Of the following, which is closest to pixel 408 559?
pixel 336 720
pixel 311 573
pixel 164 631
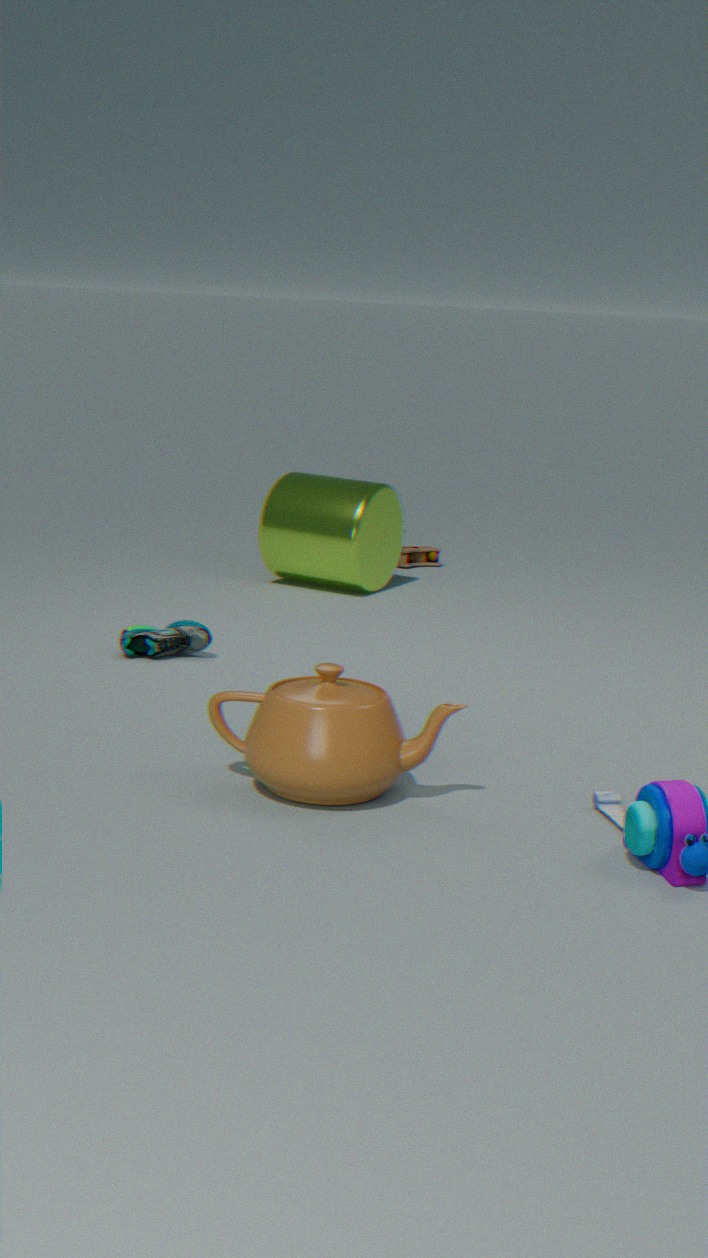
pixel 311 573
